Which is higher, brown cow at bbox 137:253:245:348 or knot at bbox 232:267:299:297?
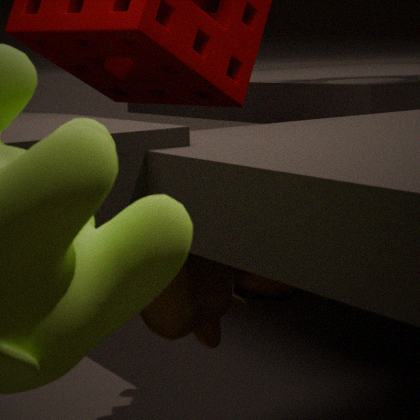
brown cow at bbox 137:253:245:348
